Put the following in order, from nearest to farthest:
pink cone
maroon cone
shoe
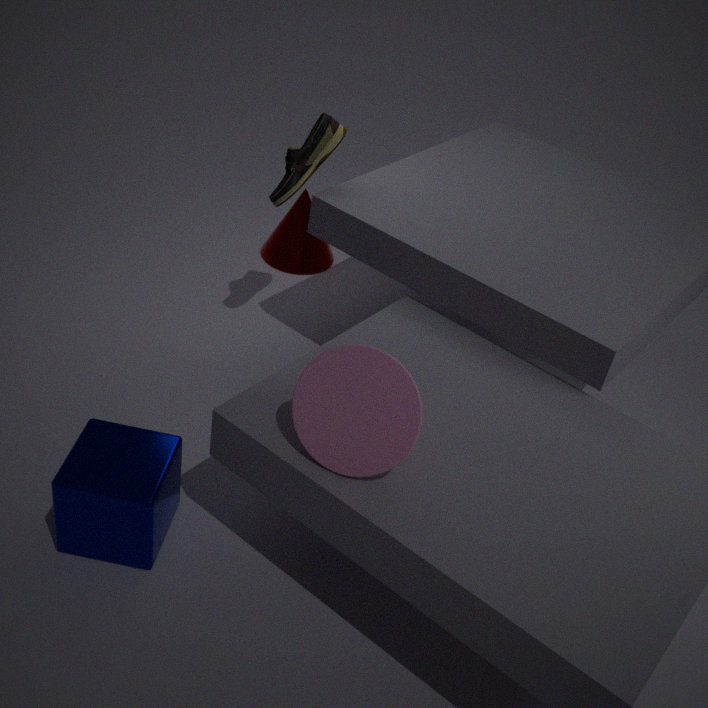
pink cone, shoe, maroon cone
